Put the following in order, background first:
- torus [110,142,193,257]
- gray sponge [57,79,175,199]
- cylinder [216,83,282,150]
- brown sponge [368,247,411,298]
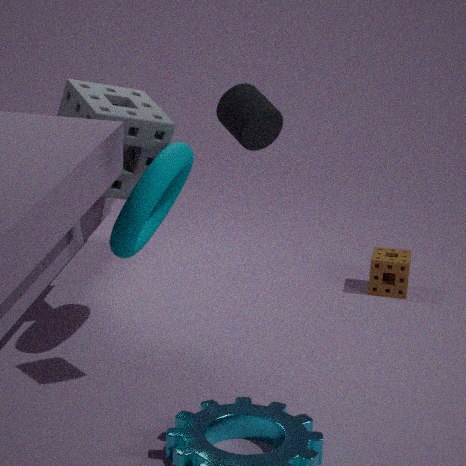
brown sponge [368,247,411,298], gray sponge [57,79,175,199], torus [110,142,193,257], cylinder [216,83,282,150]
